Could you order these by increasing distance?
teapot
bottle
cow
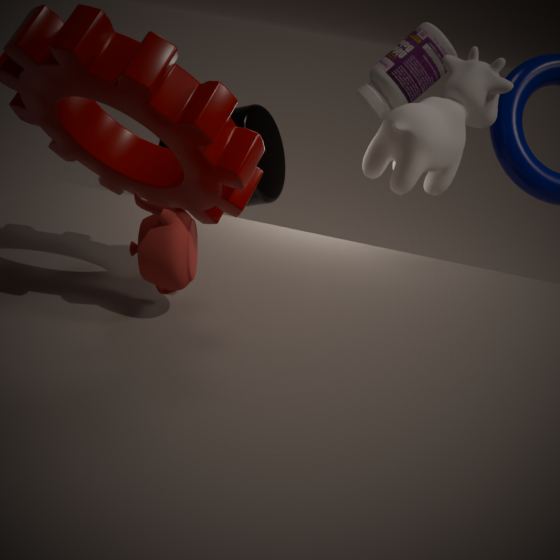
teapot, cow, bottle
